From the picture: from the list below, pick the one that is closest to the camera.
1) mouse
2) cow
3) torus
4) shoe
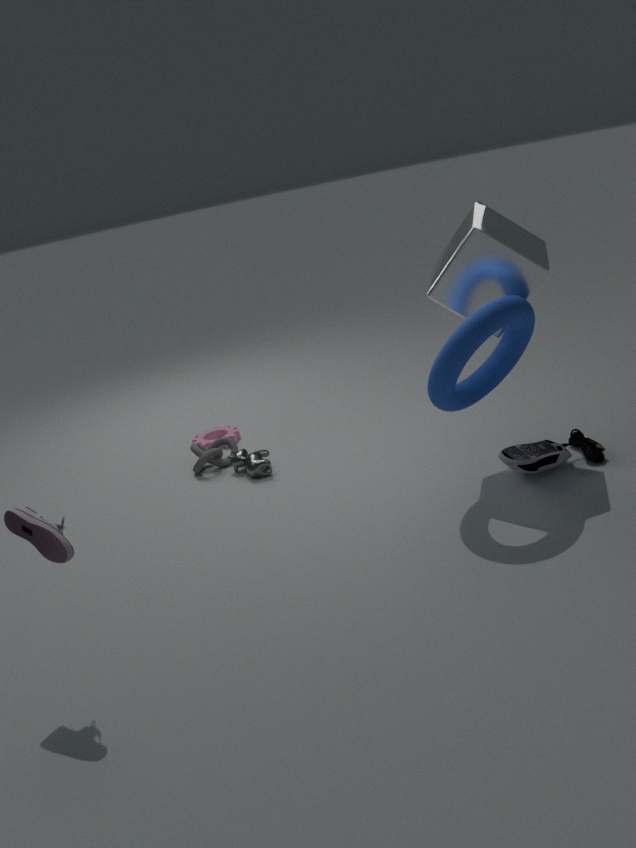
4. shoe
